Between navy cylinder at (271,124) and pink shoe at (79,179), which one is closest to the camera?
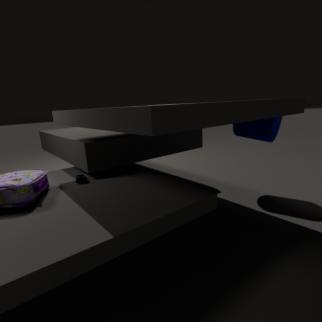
pink shoe at (79,179)
